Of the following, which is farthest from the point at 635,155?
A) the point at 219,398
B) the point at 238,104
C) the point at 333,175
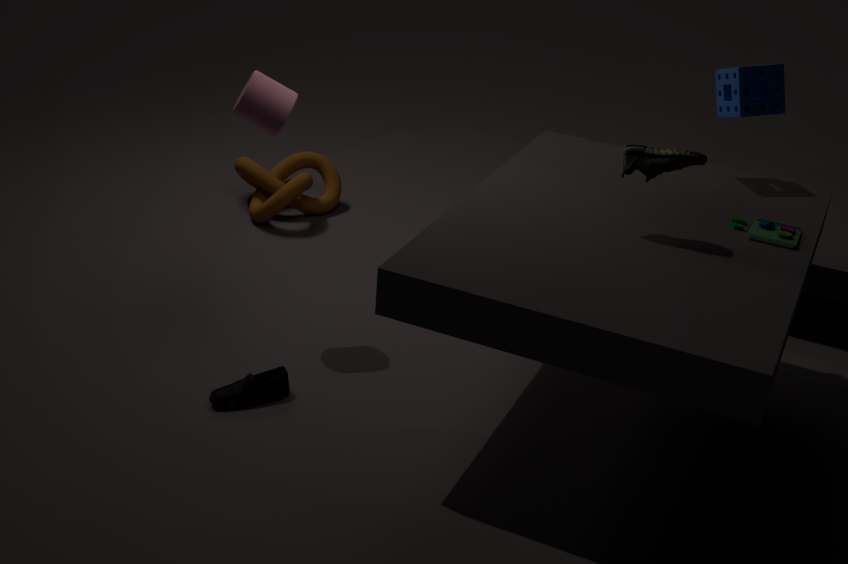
the point at 333,175
